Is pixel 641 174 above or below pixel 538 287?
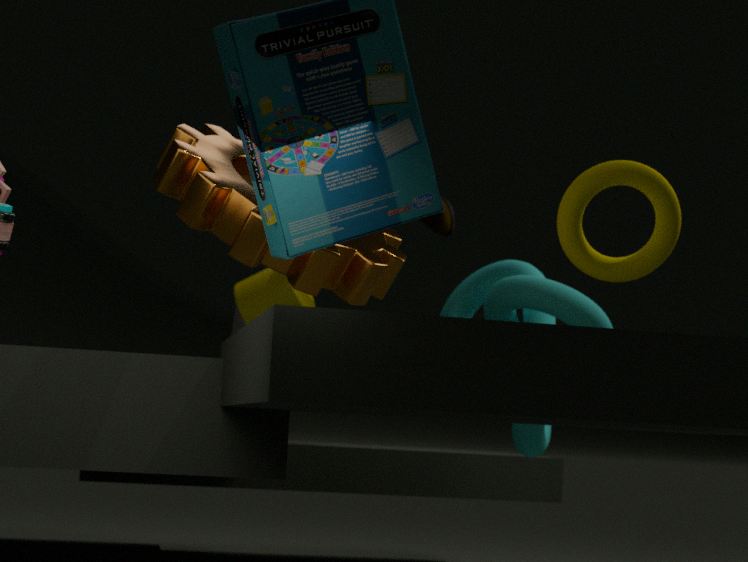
above
